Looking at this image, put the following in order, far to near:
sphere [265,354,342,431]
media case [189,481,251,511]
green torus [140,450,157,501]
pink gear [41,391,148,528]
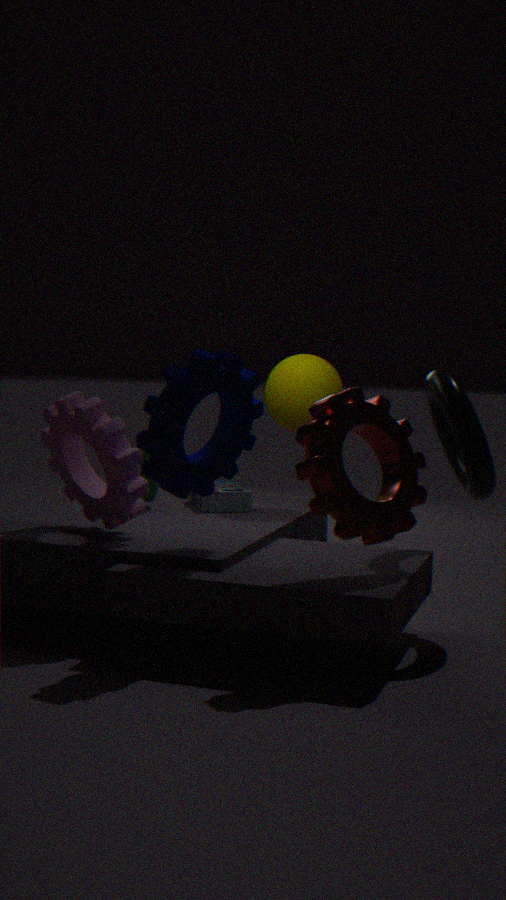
media case [189,481,251,511]
sphere [265,354,342,431]
green torus [140,450,157,501]
pink gear [41,391,148,528]
